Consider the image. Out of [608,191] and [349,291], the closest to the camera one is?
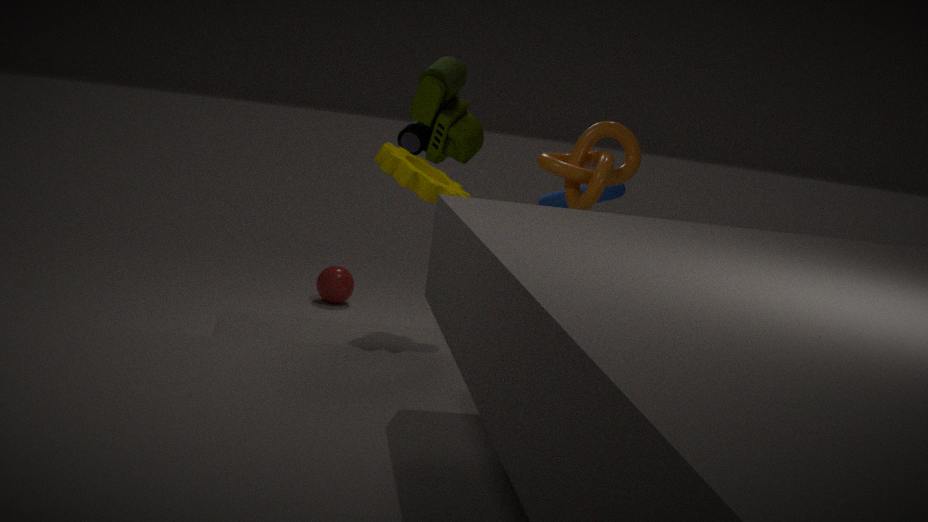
[608,191]
